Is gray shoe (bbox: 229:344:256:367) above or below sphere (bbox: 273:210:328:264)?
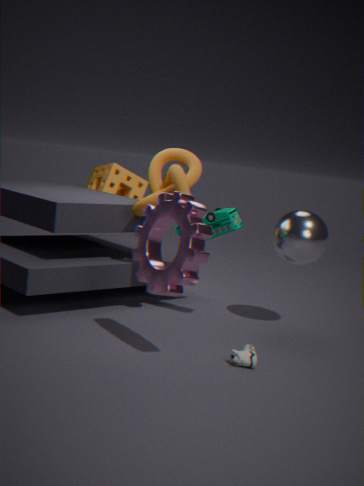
below
